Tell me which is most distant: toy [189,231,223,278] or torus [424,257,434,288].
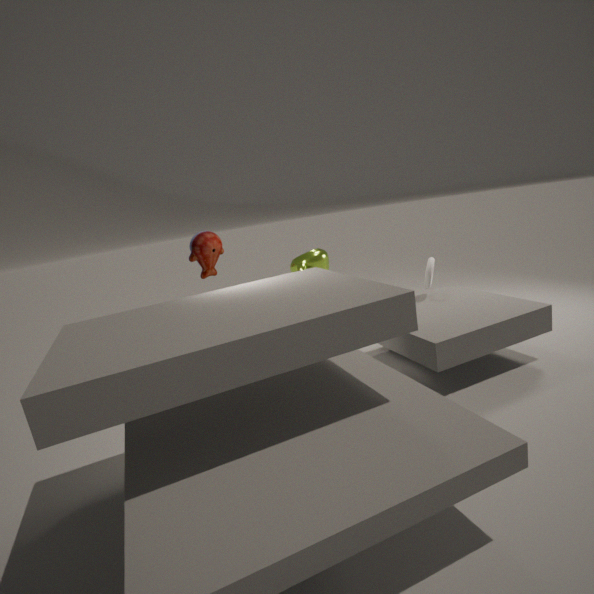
toy [189,231,223,278]
